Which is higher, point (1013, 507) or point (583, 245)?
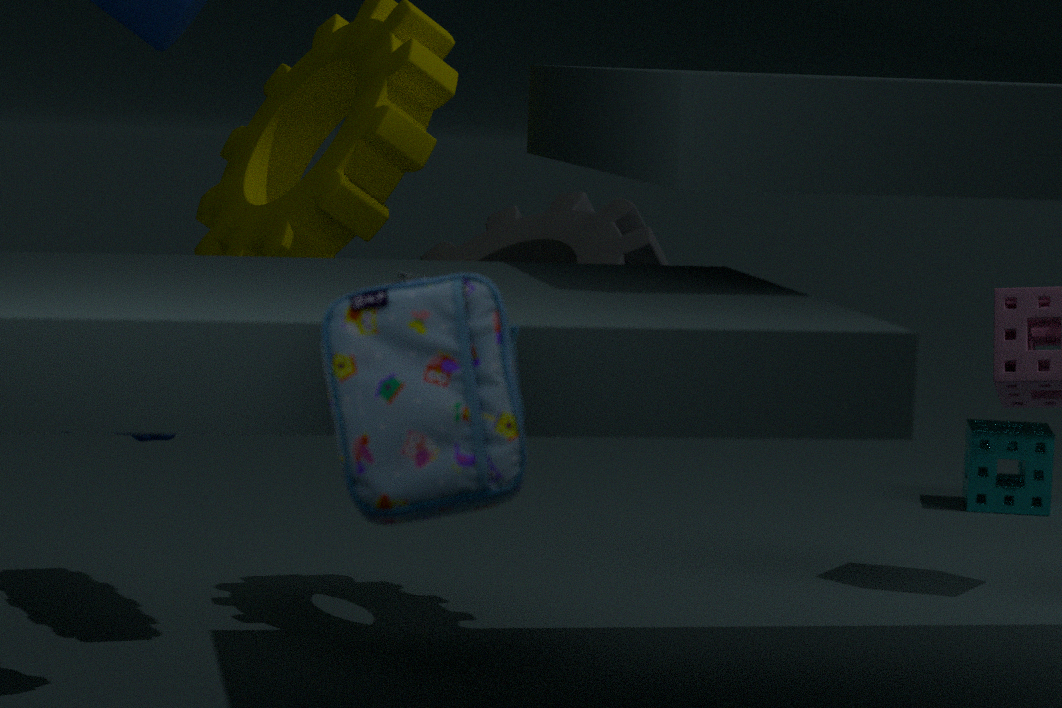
point (583, 245)
